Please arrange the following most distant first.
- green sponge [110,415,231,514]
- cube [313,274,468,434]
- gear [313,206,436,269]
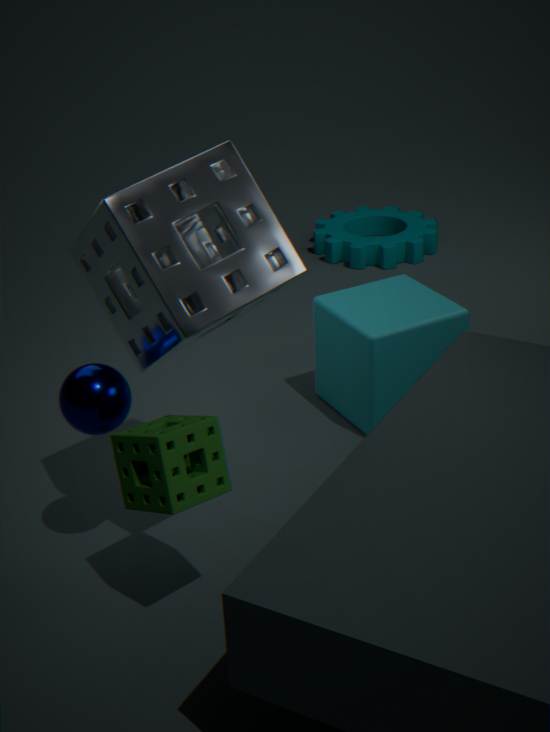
gear [313,206,436,269], cube [313,274,468,434], green sponge [110,415,231,514]
